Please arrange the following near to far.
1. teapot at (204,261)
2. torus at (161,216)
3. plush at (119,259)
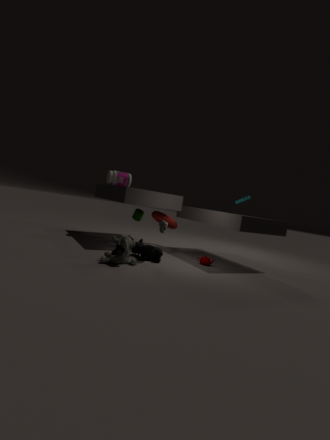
1. plush at (119,259)
2. teapot at (204,261)
3. torus at (161,216)
